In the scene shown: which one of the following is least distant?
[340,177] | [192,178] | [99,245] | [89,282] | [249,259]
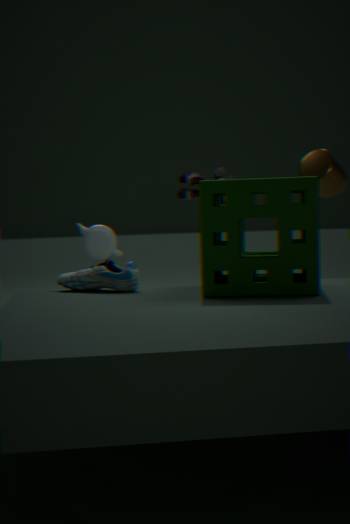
[249,259]
